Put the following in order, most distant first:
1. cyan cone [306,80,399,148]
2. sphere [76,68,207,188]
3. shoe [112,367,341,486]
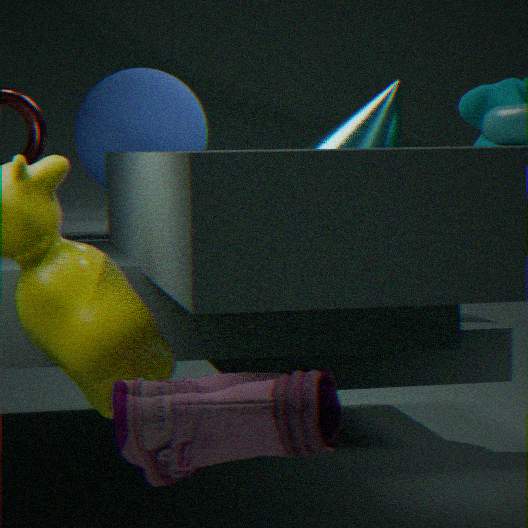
cyan cone [306,80,399,148] < sphere [76,68,207,188] < shoe [112,367,341,486]
